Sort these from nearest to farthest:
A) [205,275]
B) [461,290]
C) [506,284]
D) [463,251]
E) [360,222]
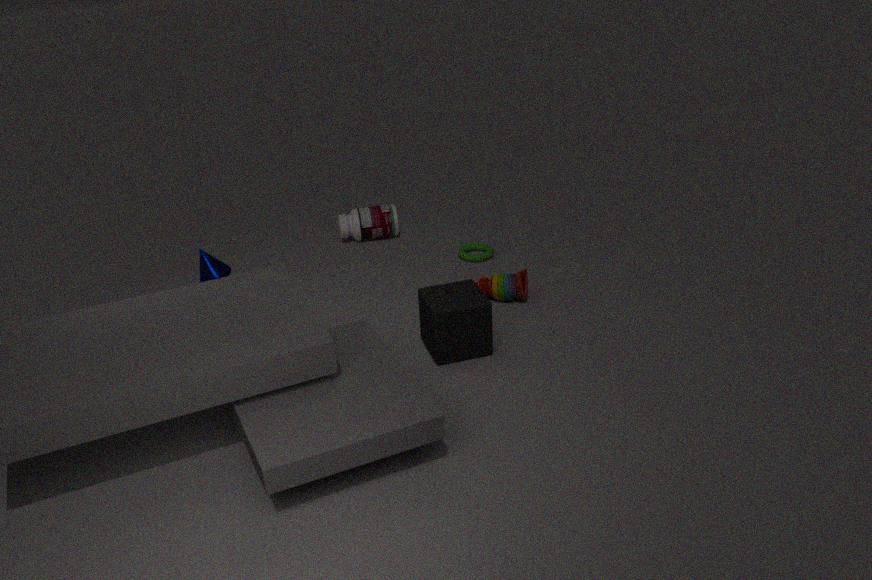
1. [461,290]
2. [205,275]
3. [506,284]
4. [463,251]
5. [360,222]
